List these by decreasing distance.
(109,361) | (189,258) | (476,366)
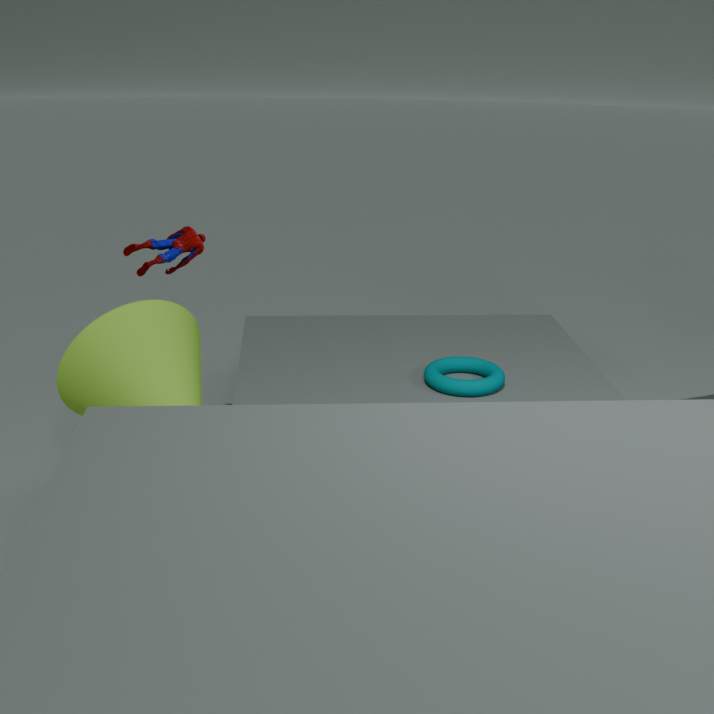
(189,258), (476,366), (109,361)
